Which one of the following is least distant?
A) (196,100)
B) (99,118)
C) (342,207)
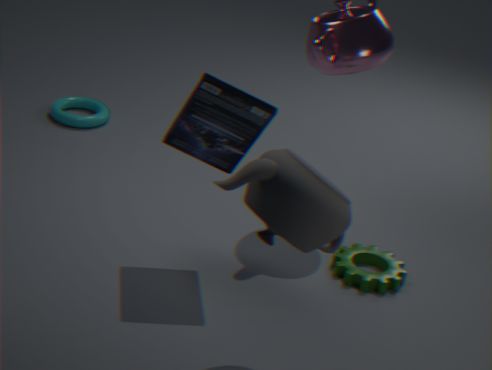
(342,207)
